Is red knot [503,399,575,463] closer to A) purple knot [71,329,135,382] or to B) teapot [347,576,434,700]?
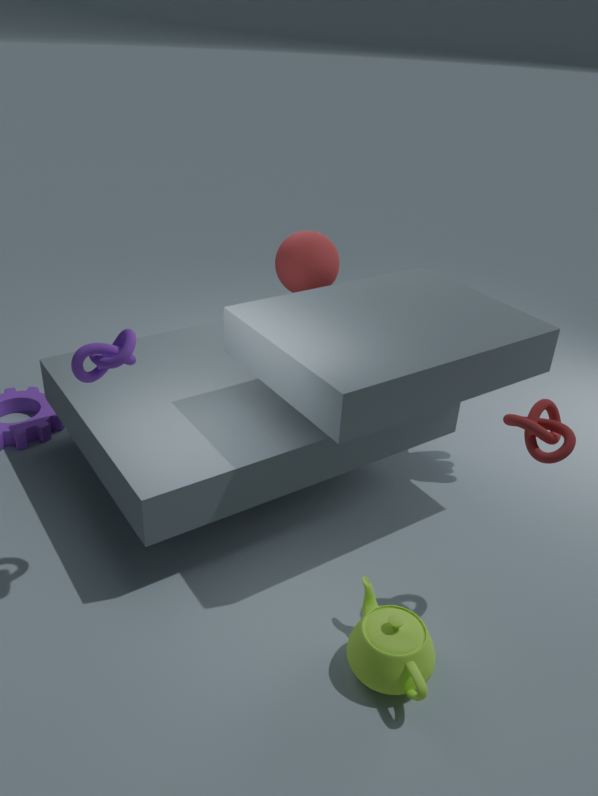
B) teapot [347,576,434,700]
